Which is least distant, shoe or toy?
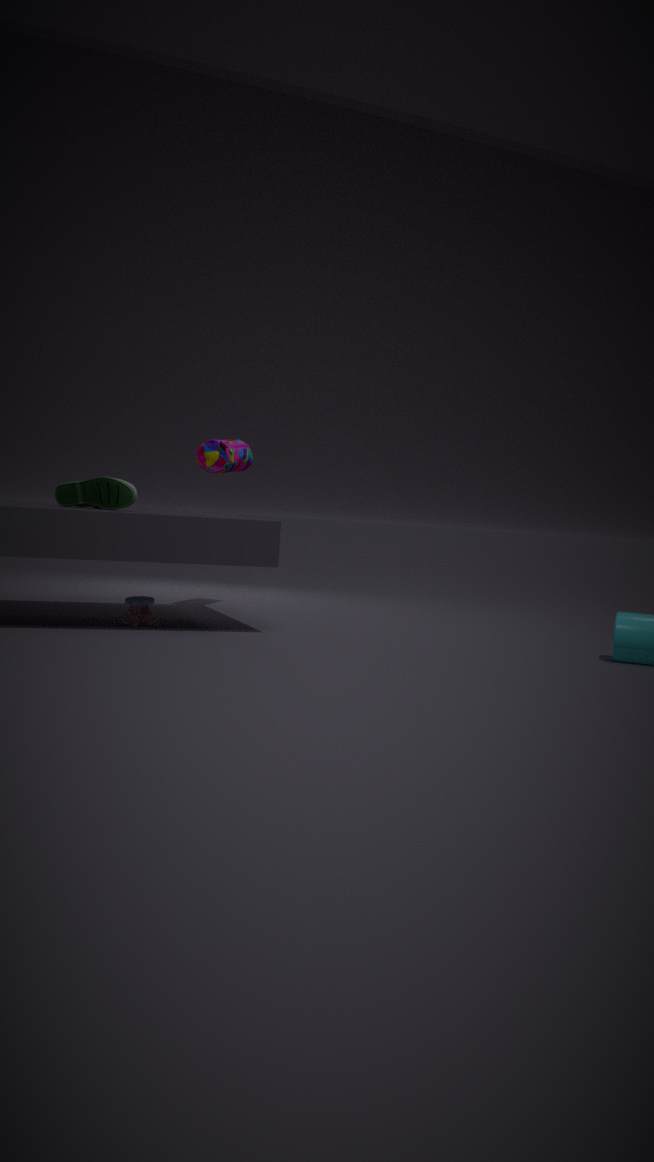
shoe
